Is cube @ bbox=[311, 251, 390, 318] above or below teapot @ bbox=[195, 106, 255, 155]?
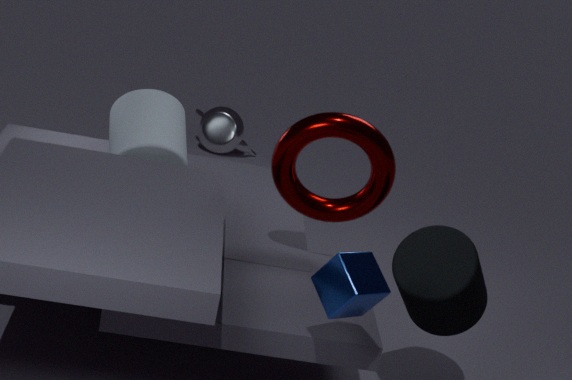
above
